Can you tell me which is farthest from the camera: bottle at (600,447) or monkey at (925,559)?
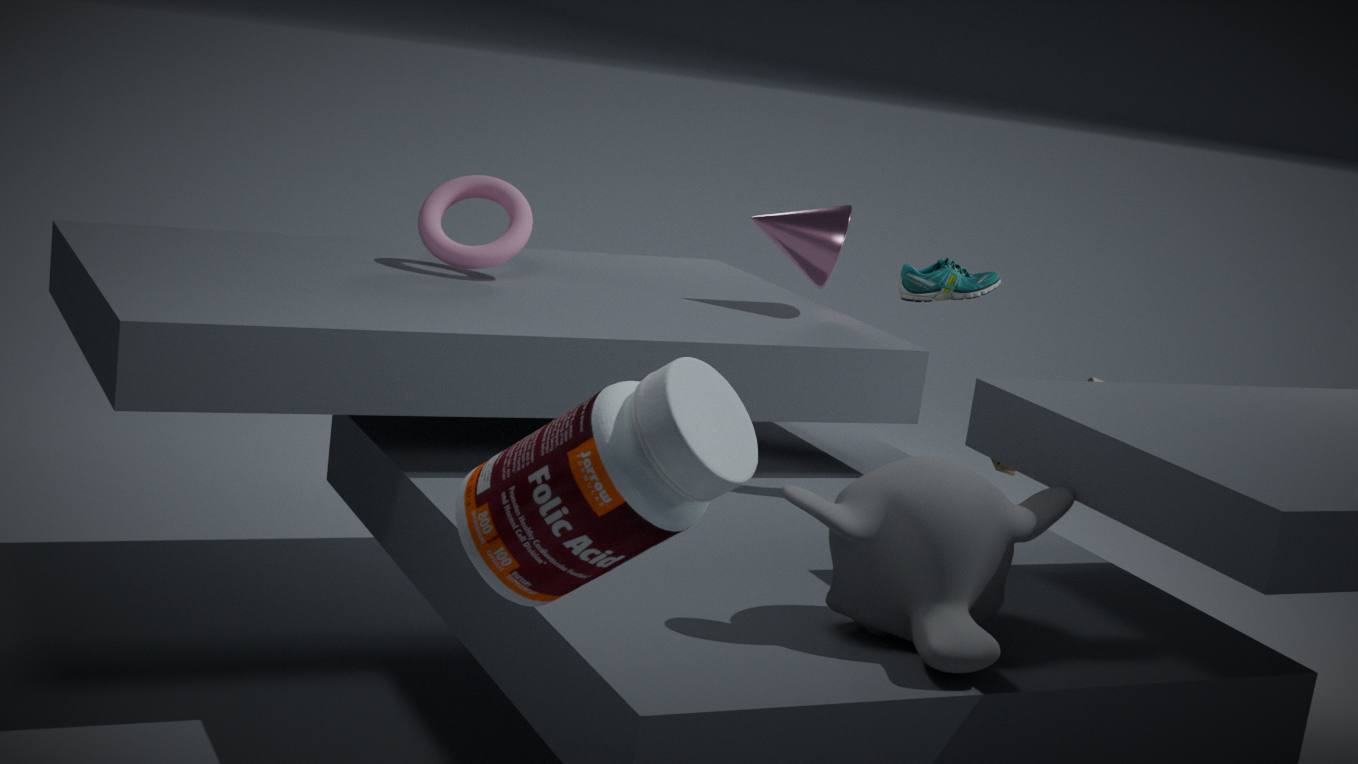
monkey at (925,559)
